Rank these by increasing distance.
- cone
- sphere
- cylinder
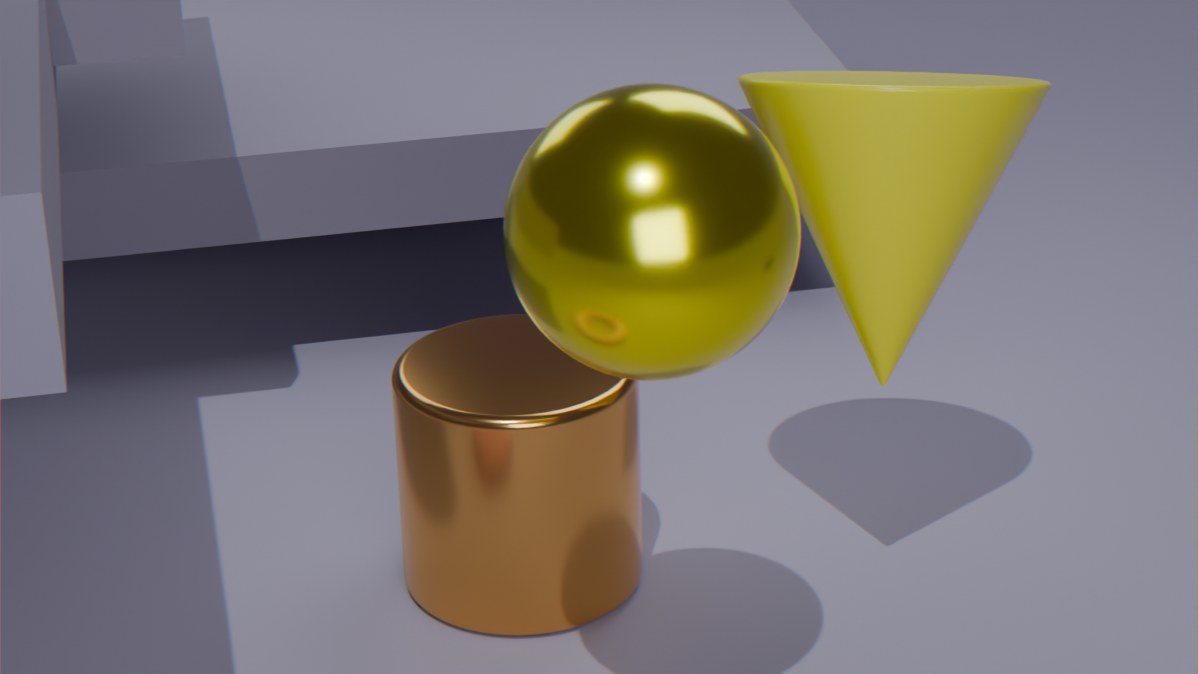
sphere → cone → cylinder
